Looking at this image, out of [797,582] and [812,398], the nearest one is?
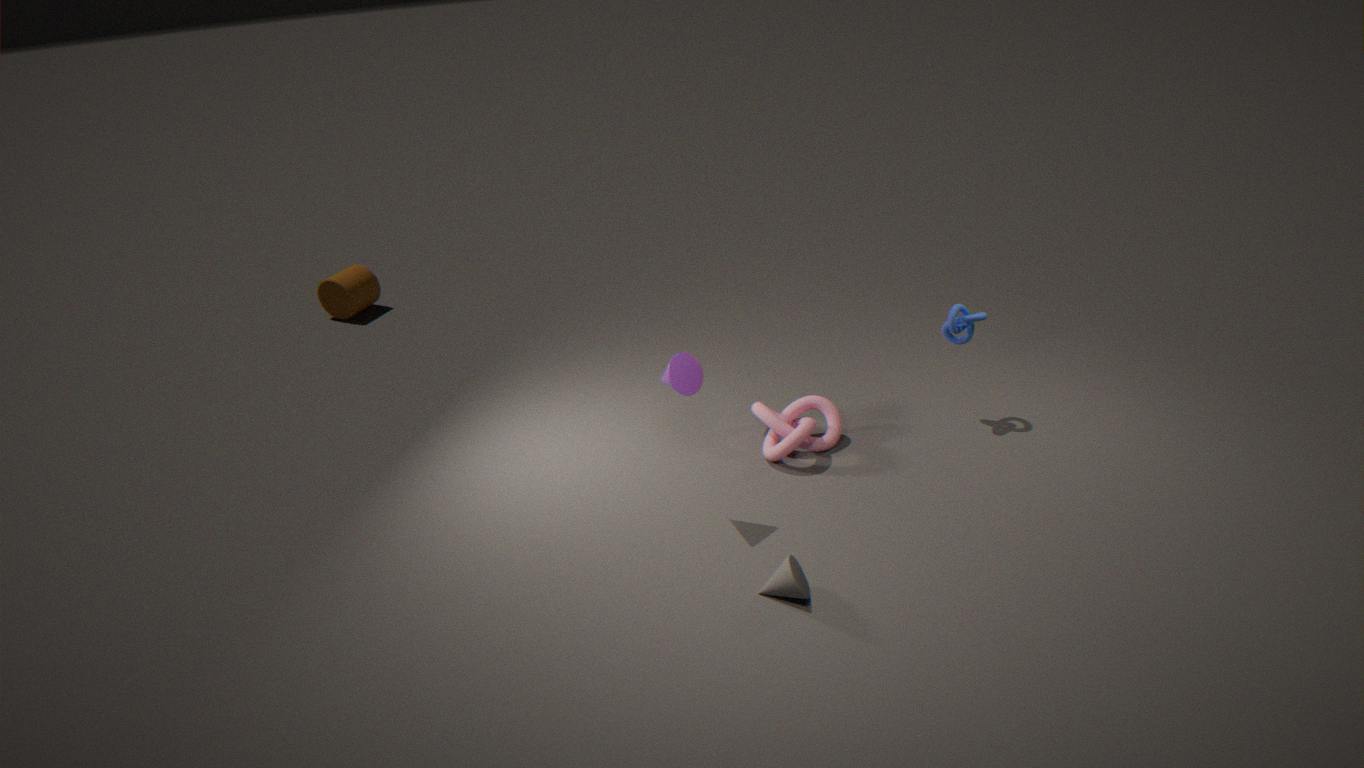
[797,582]
